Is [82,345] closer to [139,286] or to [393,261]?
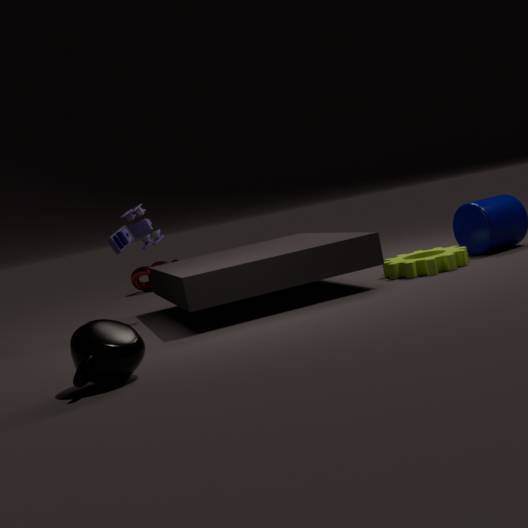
[393,261]
